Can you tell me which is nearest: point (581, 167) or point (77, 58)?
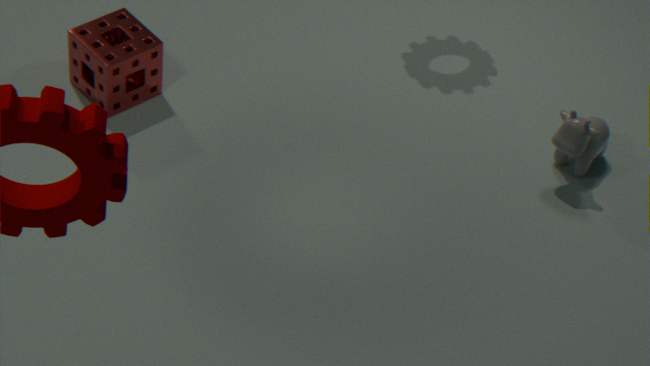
point (77, 58)
